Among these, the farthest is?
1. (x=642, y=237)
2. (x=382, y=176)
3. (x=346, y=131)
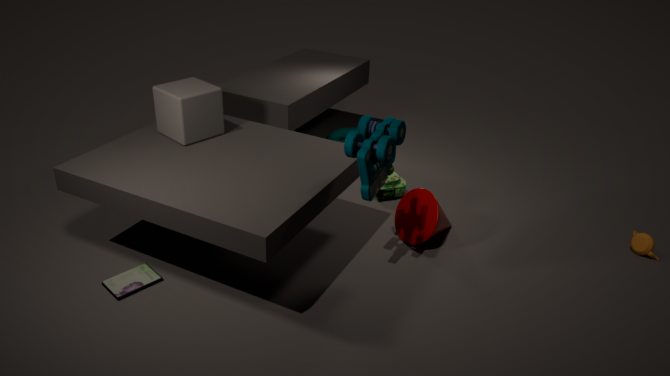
(x=346, y=131)
